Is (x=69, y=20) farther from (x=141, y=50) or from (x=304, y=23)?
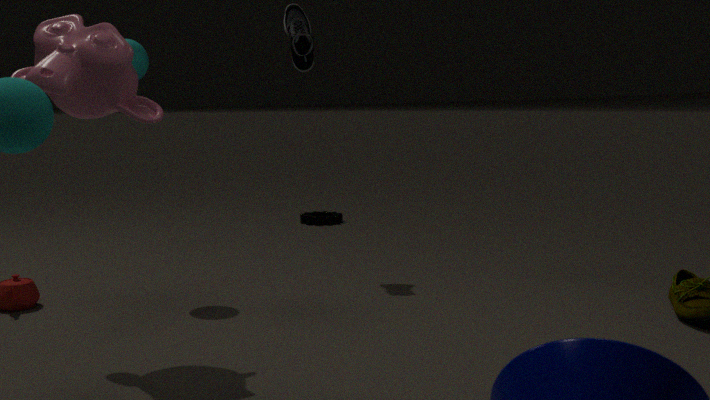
(x=304, y=23)
